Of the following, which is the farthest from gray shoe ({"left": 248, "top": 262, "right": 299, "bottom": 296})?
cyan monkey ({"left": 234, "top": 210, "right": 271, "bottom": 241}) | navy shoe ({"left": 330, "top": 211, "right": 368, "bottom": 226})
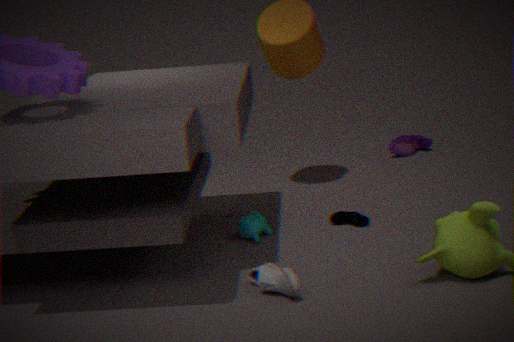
navy shoe ({"left": 330, "top": 211, "right": 368, "bottom": 226})
